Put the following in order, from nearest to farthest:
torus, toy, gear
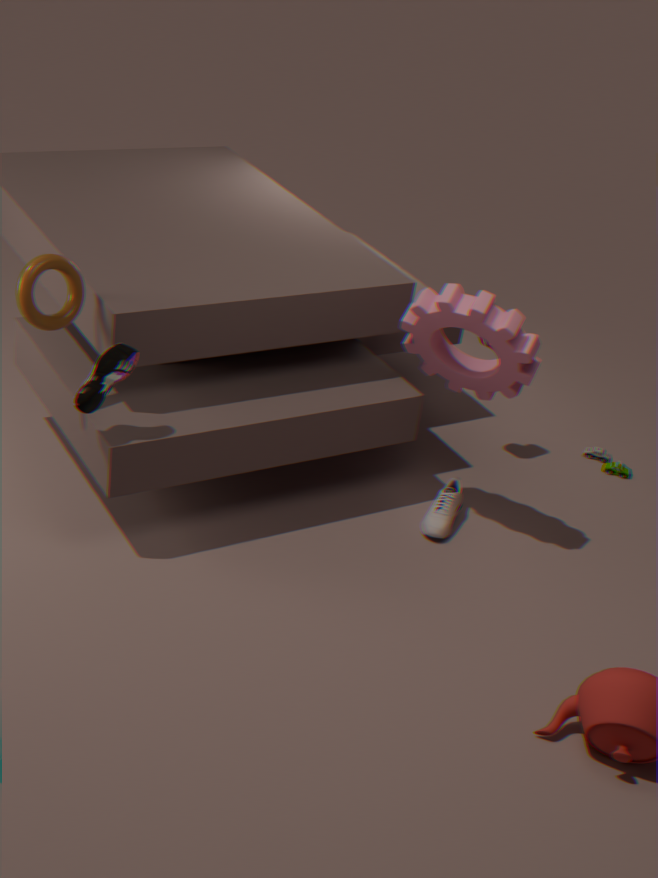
torus → gear → toy
